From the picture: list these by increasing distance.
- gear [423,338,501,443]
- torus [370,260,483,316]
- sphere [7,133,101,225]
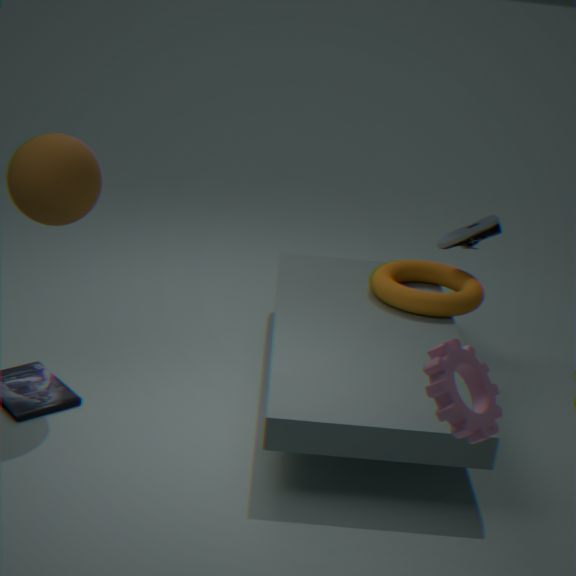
1. gear [423,338,501,443]
2. sphere [7,133,101,225]
3. torus [370,260,483,316]
